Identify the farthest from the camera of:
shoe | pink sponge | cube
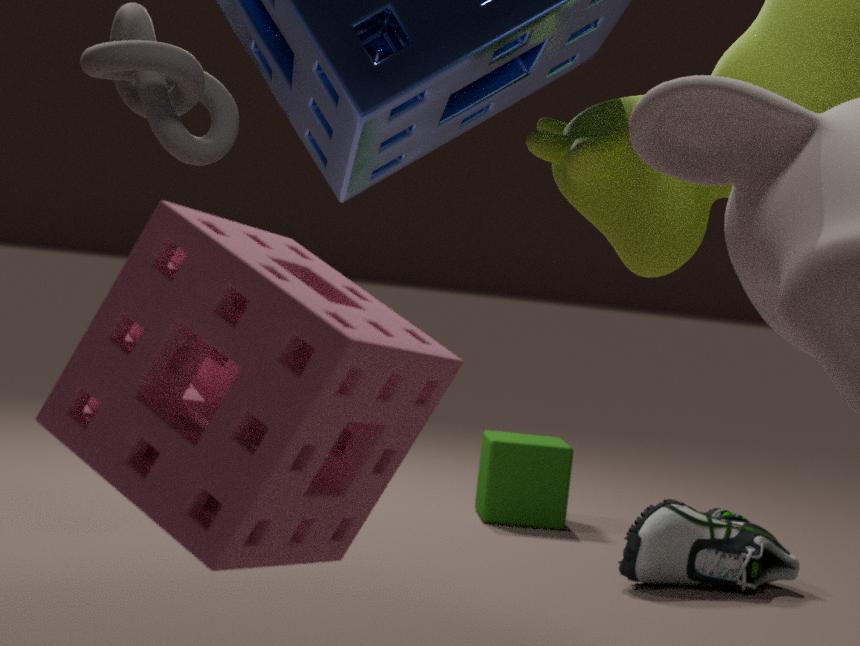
cube
